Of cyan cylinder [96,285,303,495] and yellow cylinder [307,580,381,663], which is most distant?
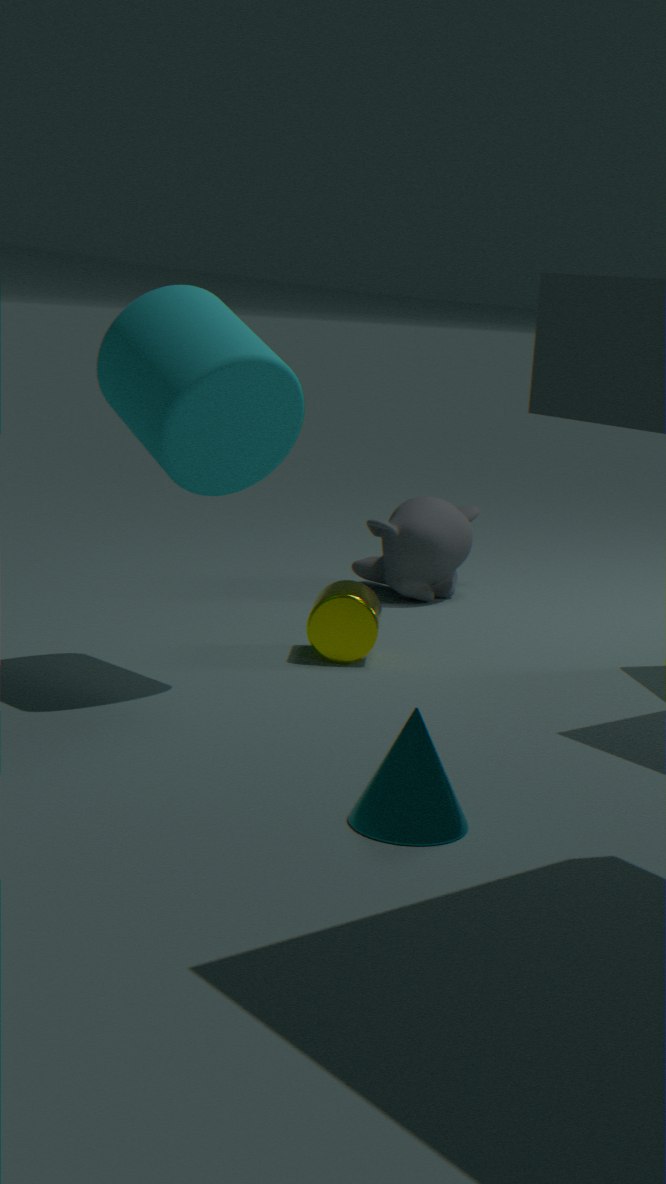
yellow cylinder [307,580,381,663]
